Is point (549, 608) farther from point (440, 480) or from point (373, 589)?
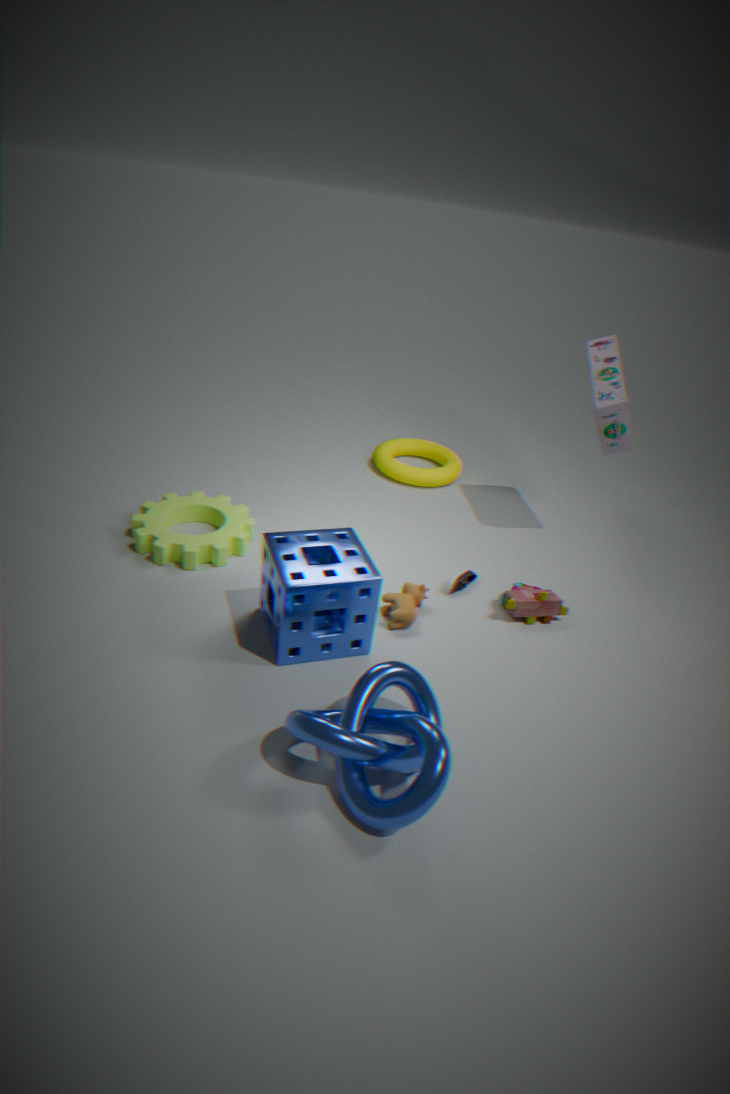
point (440, 480)
